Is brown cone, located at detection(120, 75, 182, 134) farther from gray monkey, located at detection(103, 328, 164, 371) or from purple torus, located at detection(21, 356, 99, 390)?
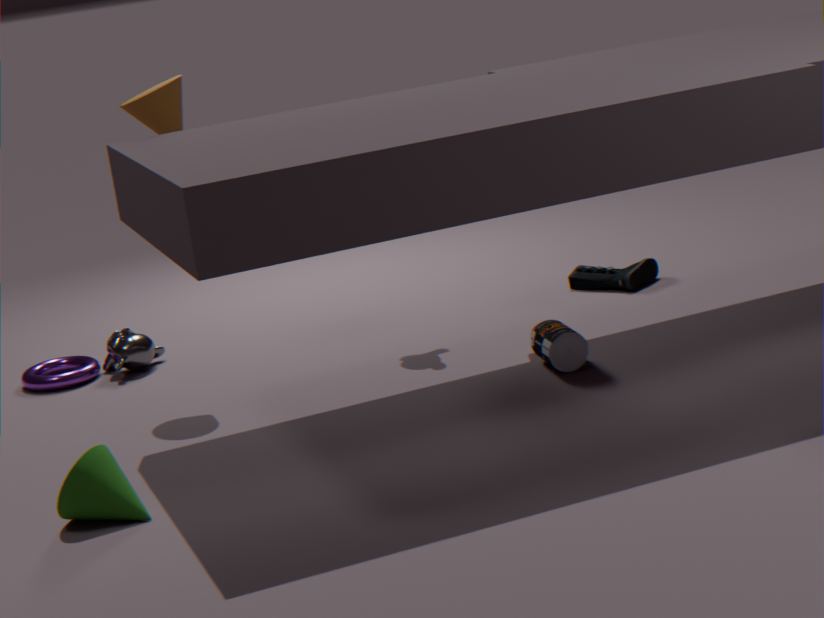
purple torus, located at detection(21, 356, 99, 390)
